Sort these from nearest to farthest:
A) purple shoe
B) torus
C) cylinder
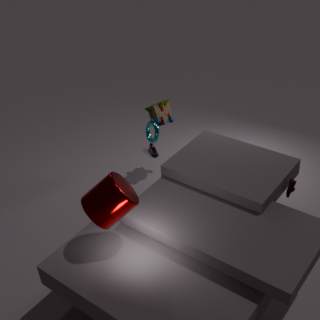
1. cylinder
2. torus
3. purple shoe
